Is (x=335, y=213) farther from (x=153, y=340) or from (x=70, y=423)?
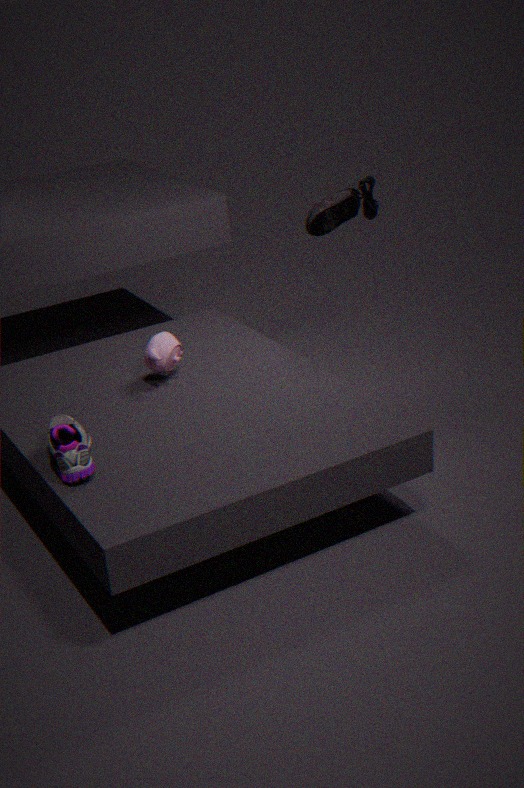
(x=70, y=423)
